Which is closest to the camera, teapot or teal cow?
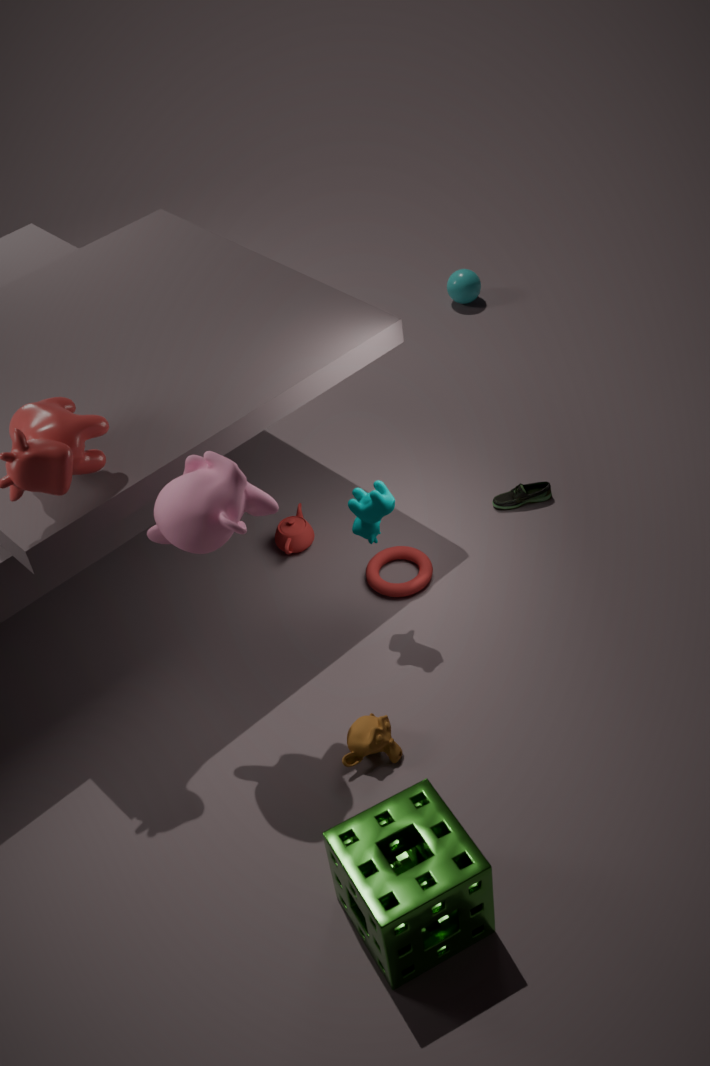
teal cow
